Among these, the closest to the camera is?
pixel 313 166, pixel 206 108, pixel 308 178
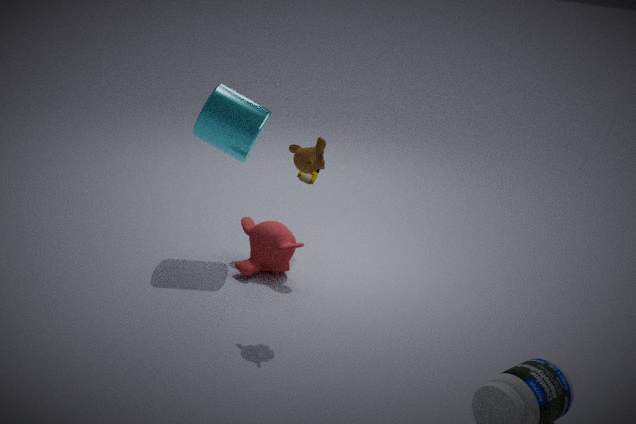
pixel 313 166
